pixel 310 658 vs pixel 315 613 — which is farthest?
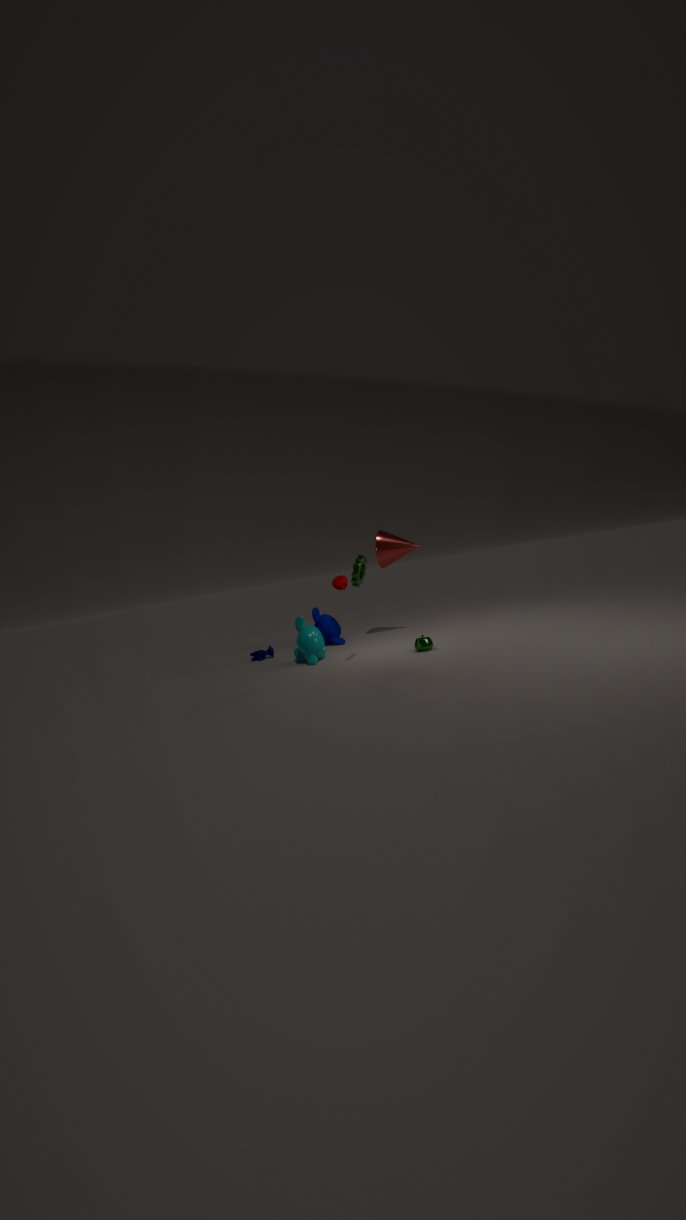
pixel 315 613
